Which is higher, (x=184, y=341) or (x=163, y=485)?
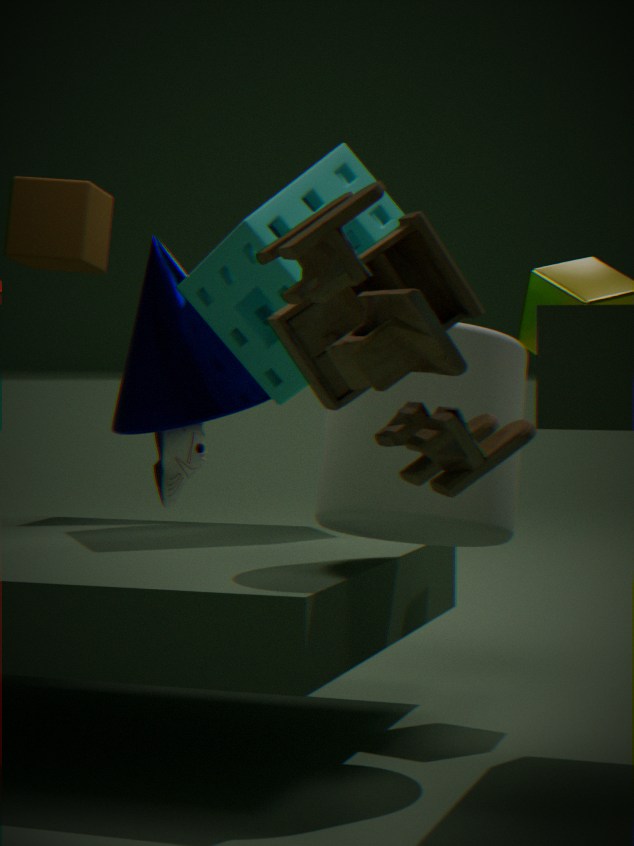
(x=184, y=341)
